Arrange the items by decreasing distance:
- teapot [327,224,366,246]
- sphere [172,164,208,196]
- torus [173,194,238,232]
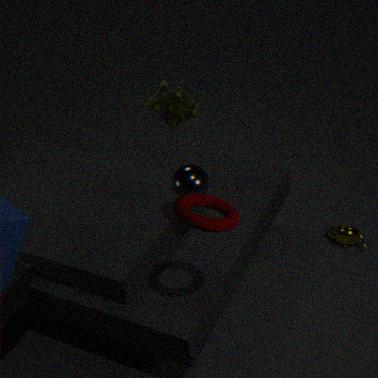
1. teapot [327,224,366,246]
2. sphere [172,164,208,196]
3. torus [173,194,238,232]
